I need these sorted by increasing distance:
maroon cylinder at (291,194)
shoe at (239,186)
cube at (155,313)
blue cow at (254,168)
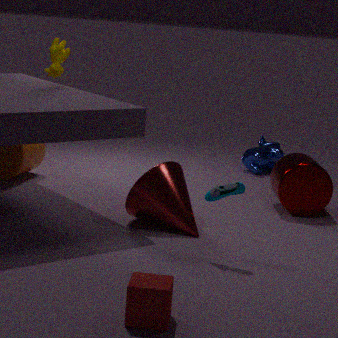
cube at (155,313)
shoe at (239,186)
maroon cylinder at (291,194)
blue cow at (254,168)
